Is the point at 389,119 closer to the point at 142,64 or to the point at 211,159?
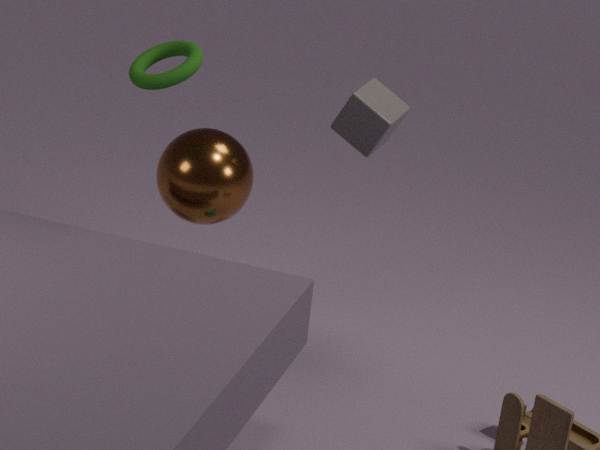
the point at 211,159
